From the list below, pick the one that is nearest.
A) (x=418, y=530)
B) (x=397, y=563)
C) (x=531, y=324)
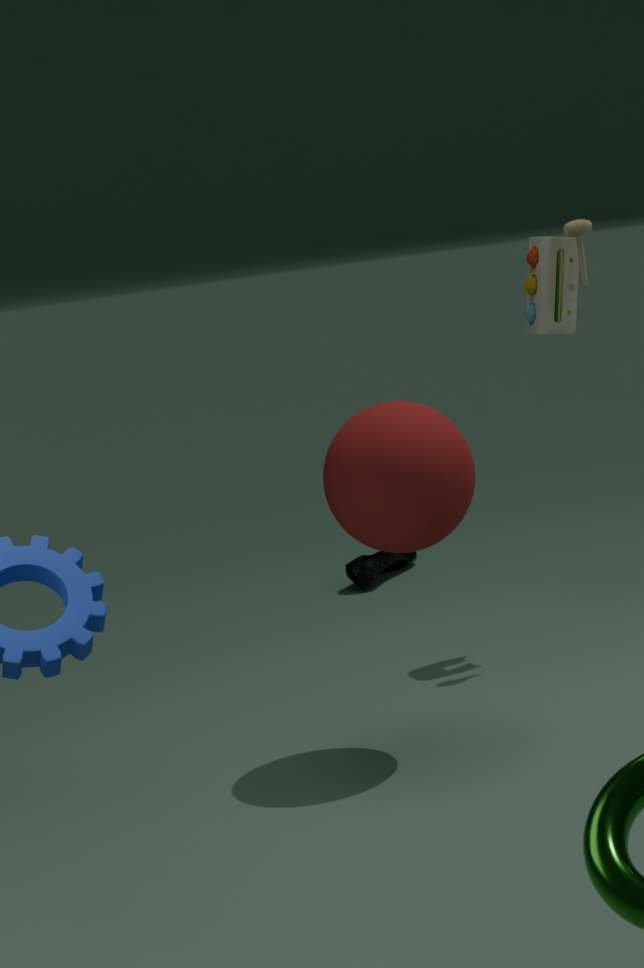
(x=418, y=530)
